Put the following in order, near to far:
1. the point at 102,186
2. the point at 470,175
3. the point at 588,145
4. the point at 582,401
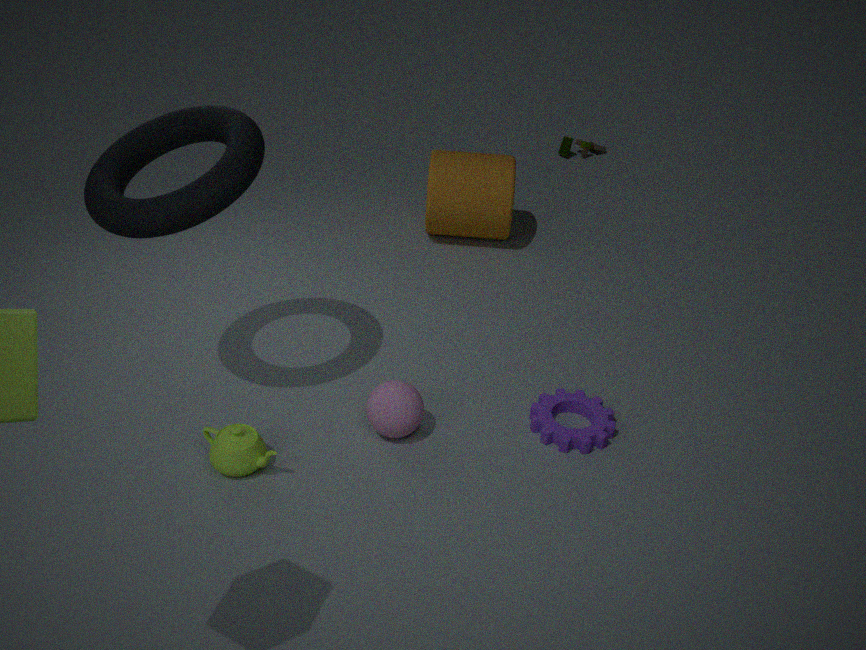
the point at 102,186 → the point at 582,401 → the point at 470,175 → the point at 588,145
